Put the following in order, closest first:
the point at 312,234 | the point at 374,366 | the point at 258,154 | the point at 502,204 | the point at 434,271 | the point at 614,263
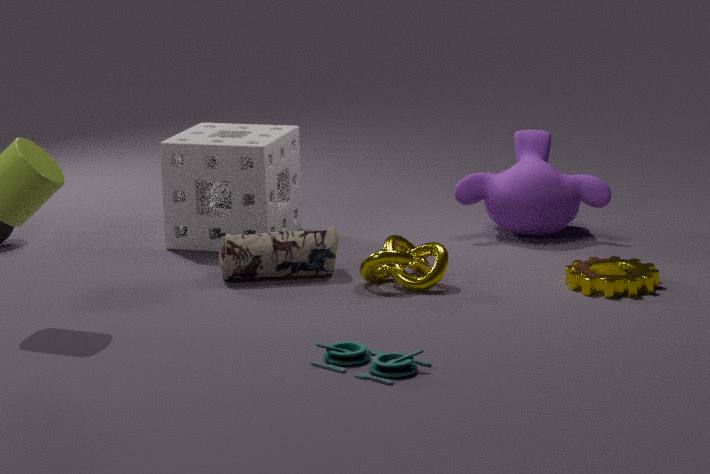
the point at 374,366 < the point at 434,271 < the point at 614,263 < the point at 312,234 < the point at 258,154 < the point at 502,204
